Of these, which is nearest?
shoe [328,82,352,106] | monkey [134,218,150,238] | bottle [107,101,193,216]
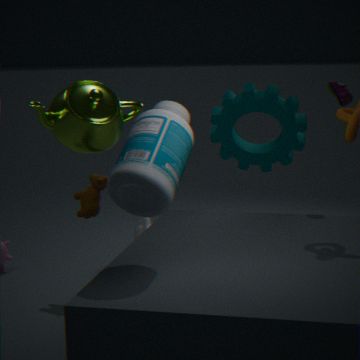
bottle [107,101,193,216]
